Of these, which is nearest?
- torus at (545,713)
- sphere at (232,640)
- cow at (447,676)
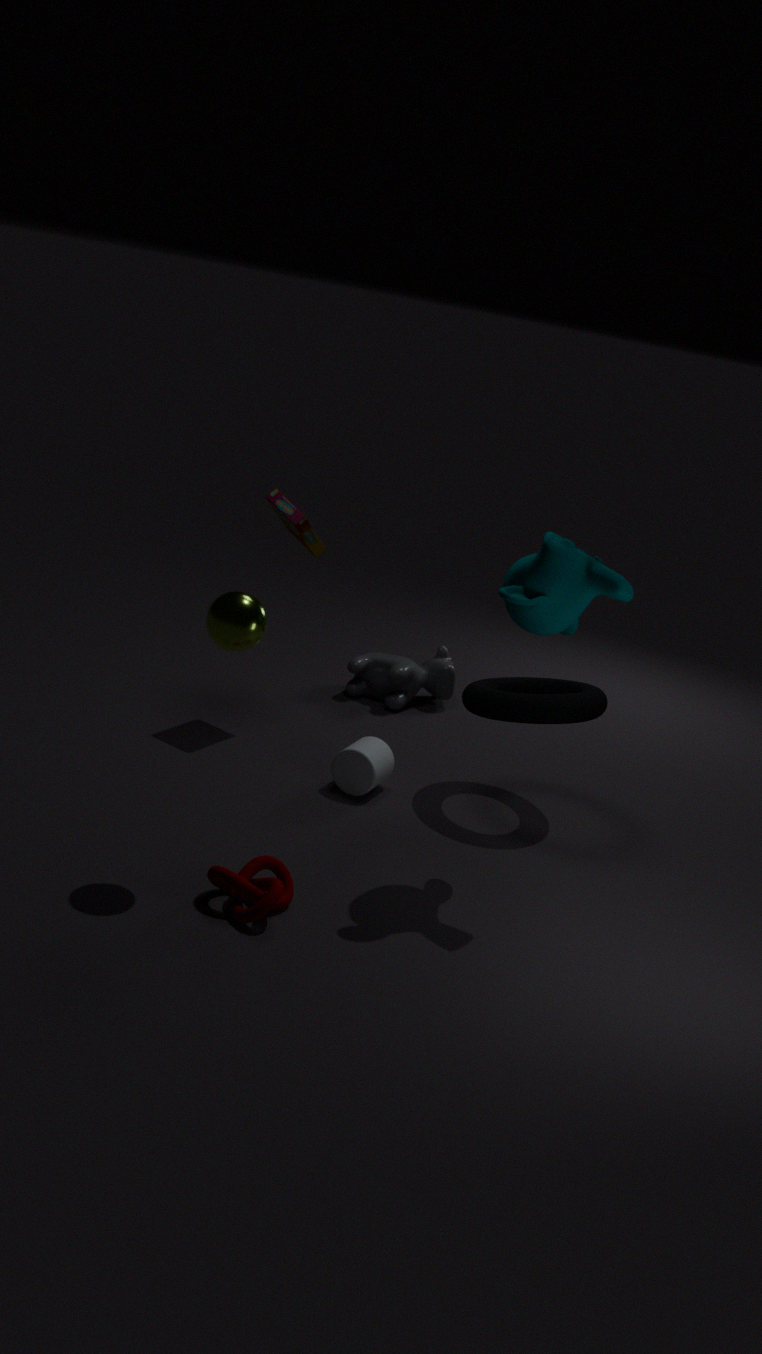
sphere at (232,640)
